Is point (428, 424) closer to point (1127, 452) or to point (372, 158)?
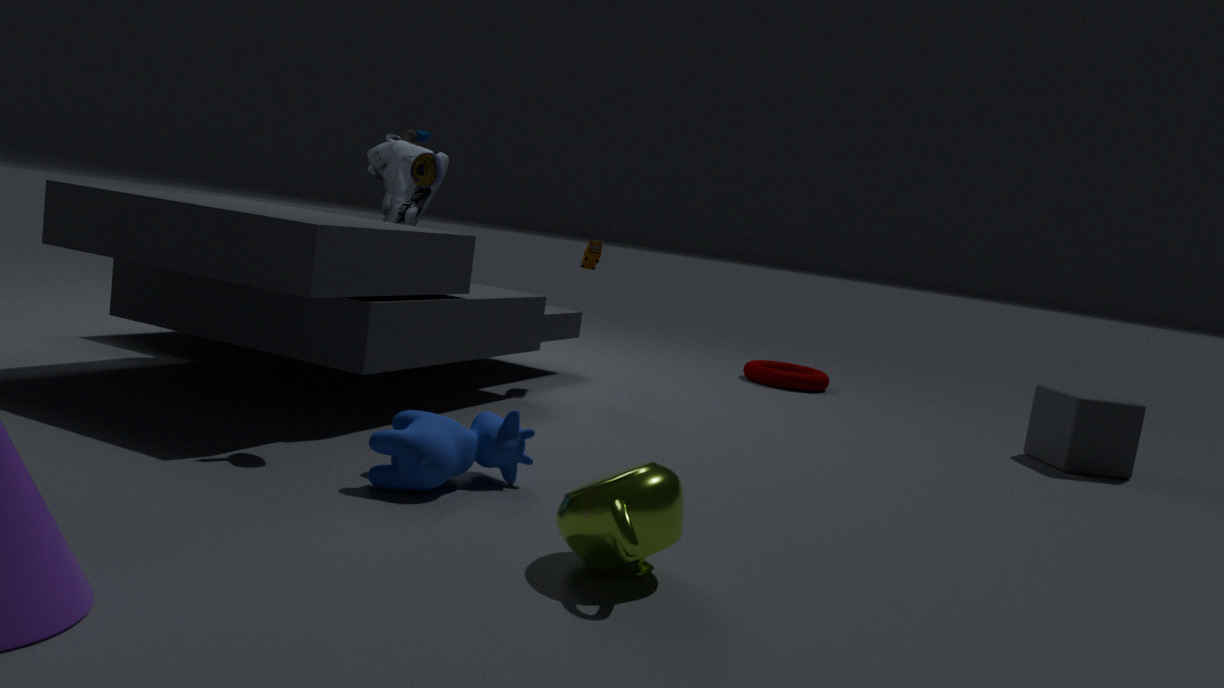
point (372, 158)
